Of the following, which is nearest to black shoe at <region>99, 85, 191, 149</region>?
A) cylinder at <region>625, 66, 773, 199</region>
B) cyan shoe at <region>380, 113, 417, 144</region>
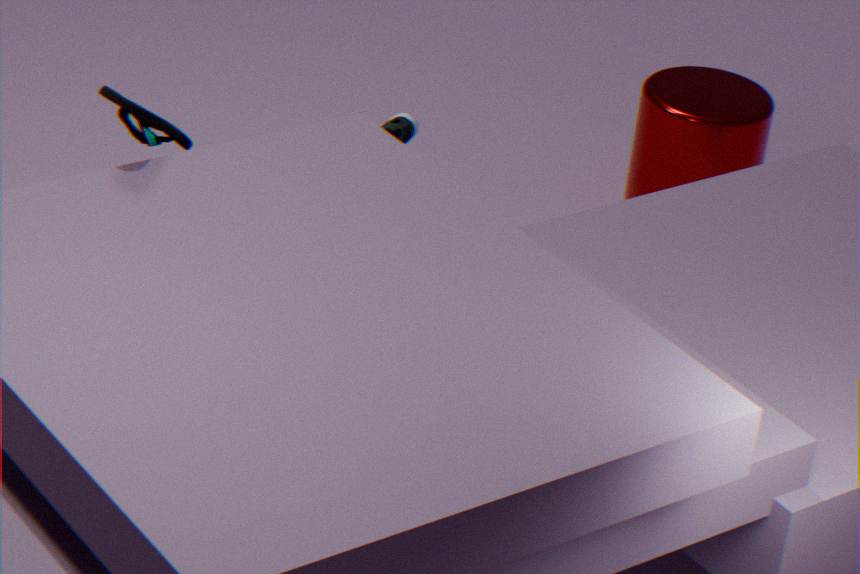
cyan shoe at <region>380, 113, 417, 144</region>
